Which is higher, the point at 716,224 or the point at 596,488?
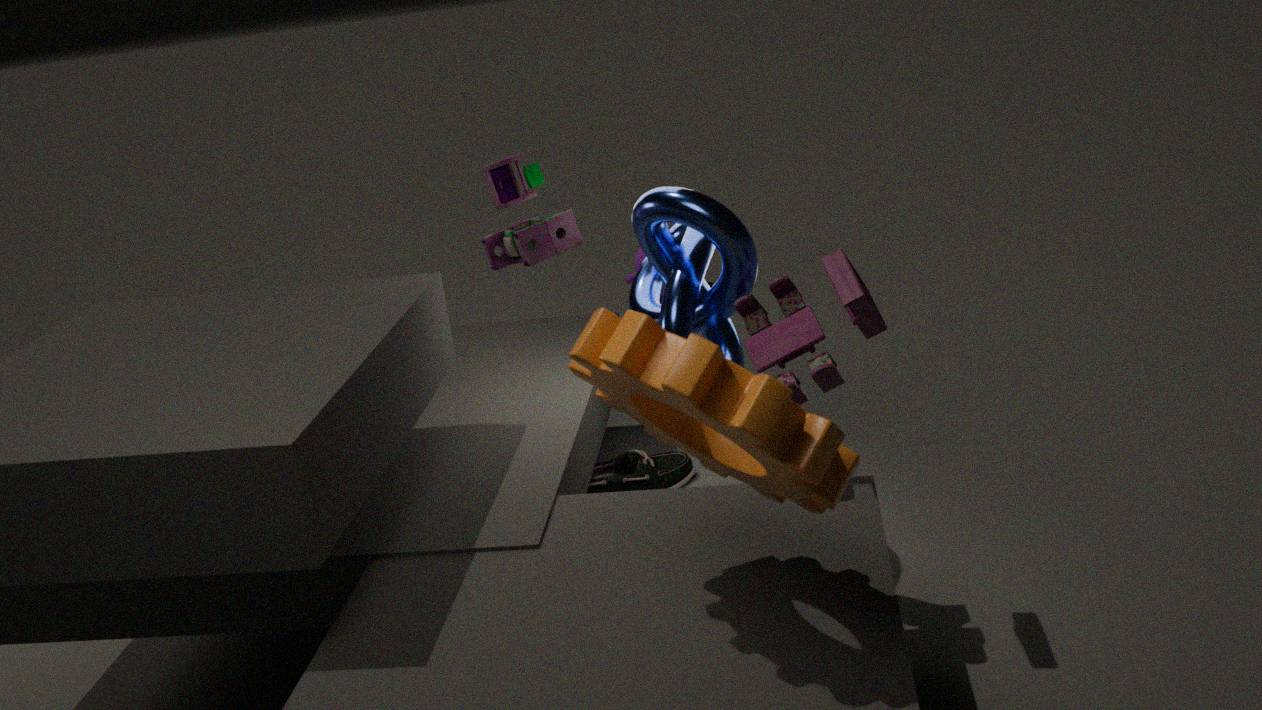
the point at 716,224
